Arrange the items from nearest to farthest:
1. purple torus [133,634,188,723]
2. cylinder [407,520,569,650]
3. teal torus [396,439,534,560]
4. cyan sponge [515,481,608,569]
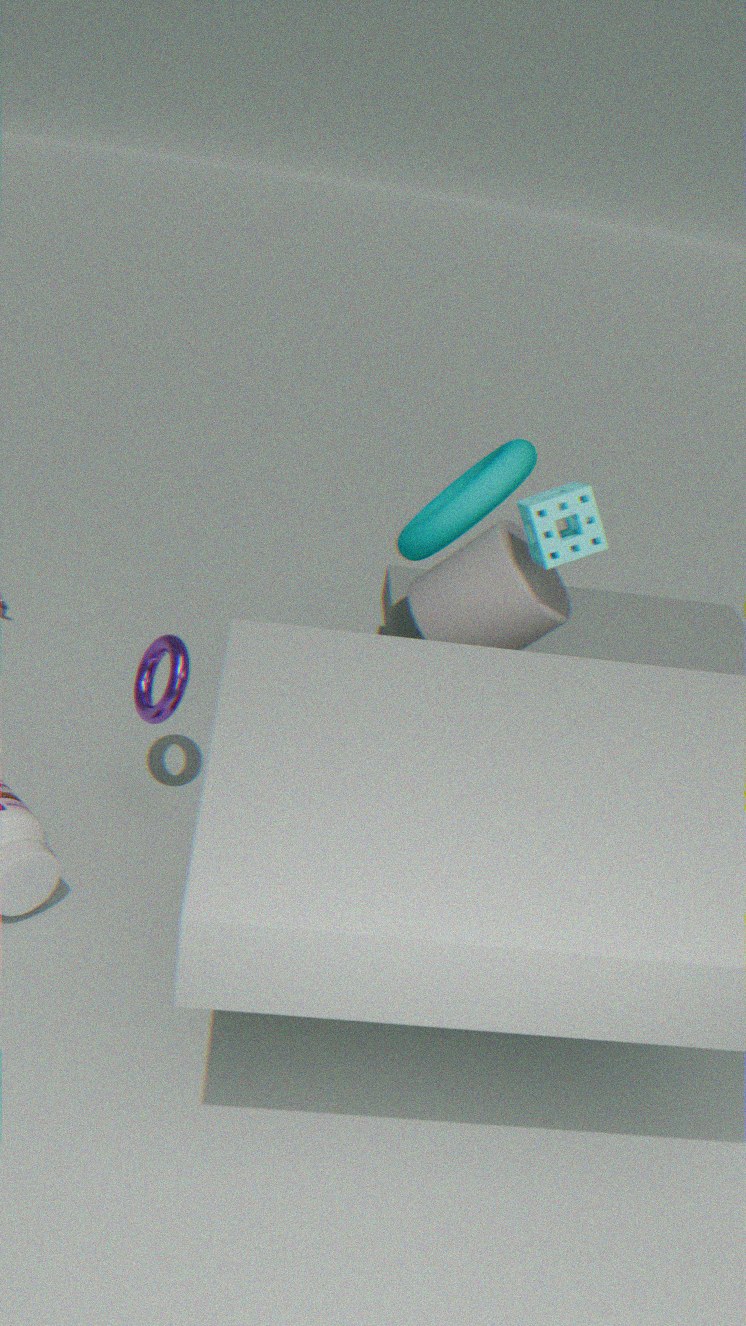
cyan sponge [515,481,608,569], purple torus [133,634,188,723], cylinder [407,520,569,650], teal torus [396,439,534,560]
